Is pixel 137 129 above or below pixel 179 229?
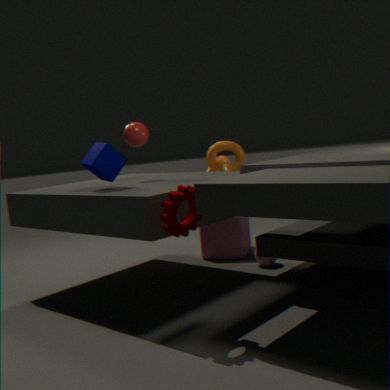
above
